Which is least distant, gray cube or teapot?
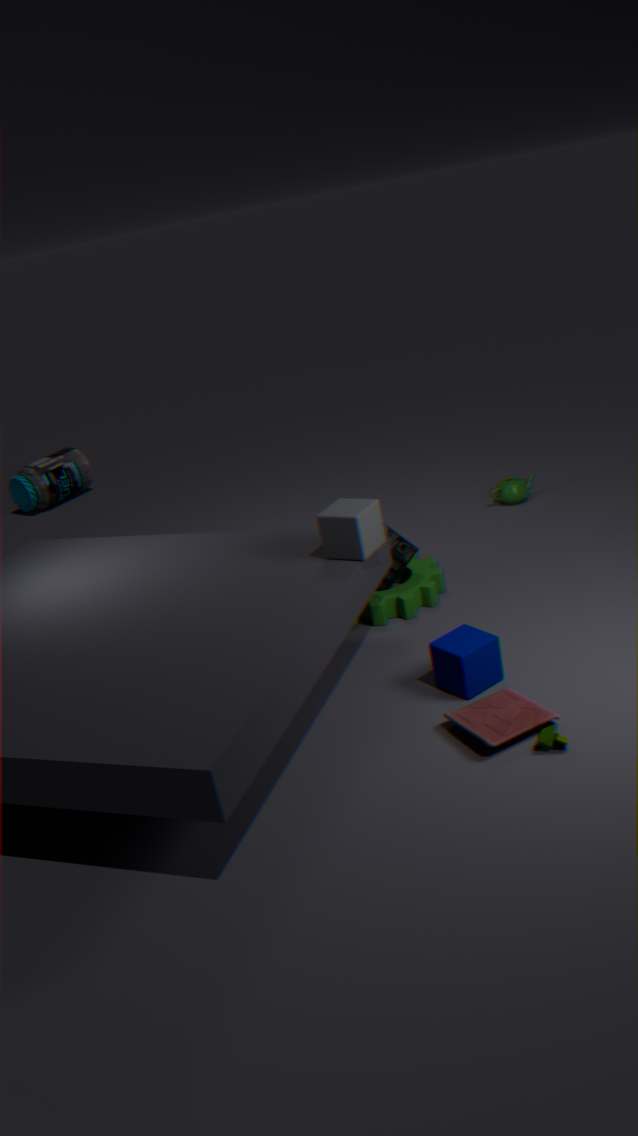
gray cube
